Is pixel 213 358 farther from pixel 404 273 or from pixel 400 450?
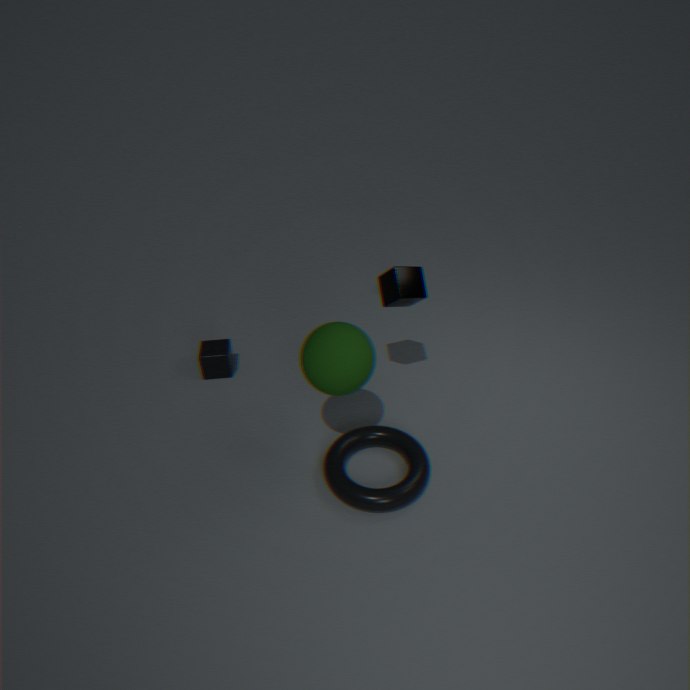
pixel 400 450
